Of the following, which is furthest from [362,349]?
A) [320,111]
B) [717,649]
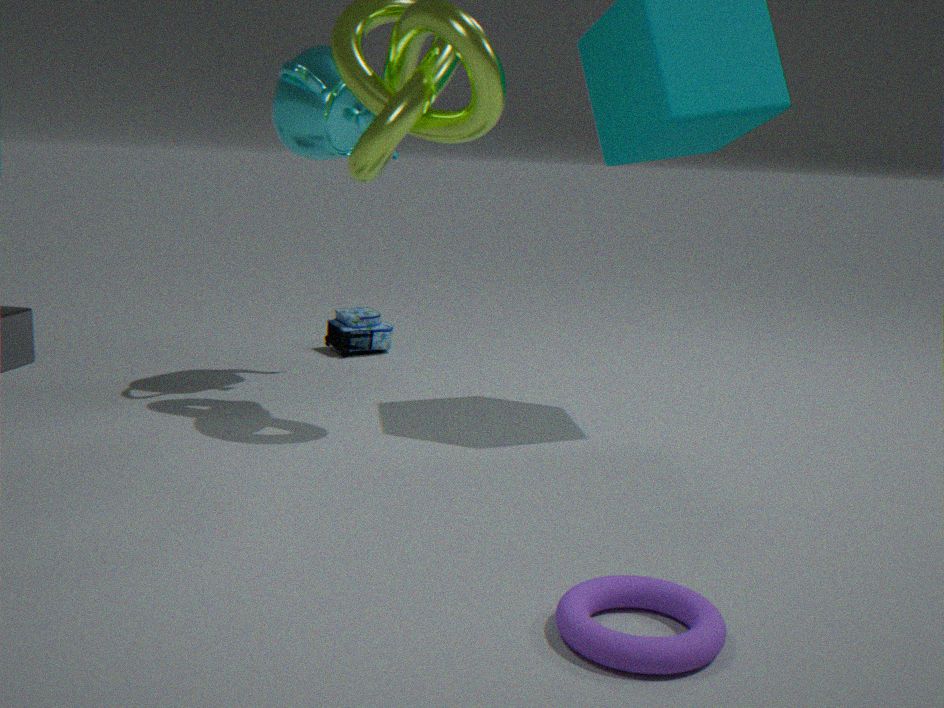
[717,649]
